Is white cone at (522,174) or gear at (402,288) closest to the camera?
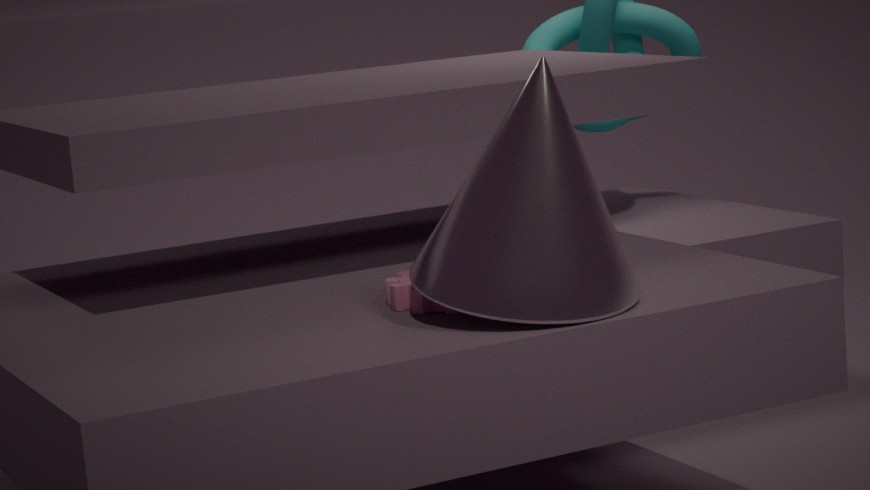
white cone at (522,174)
